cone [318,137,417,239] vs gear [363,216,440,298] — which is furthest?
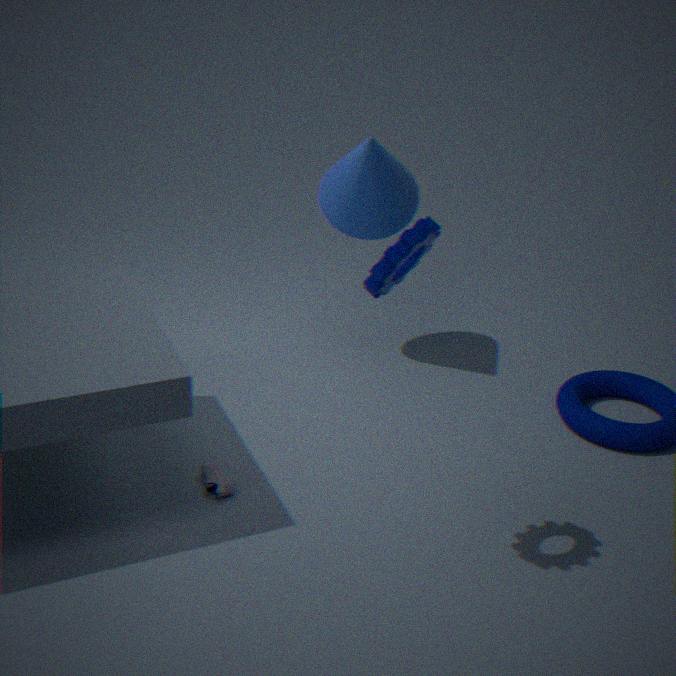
cone [318,137,417,239]
